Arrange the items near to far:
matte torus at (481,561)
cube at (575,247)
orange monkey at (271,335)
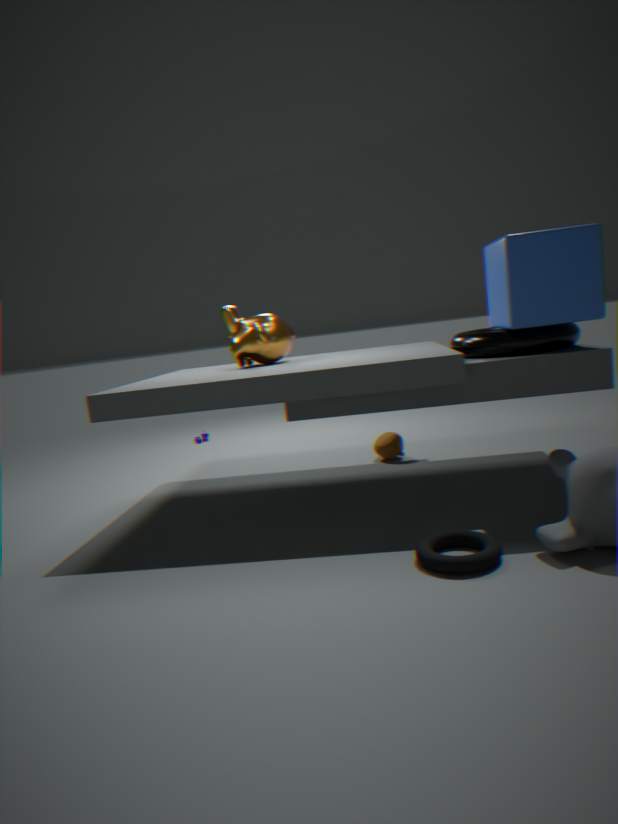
matte torus at (481,561) → cube at (575,247) → orange monkey at (271,335)
